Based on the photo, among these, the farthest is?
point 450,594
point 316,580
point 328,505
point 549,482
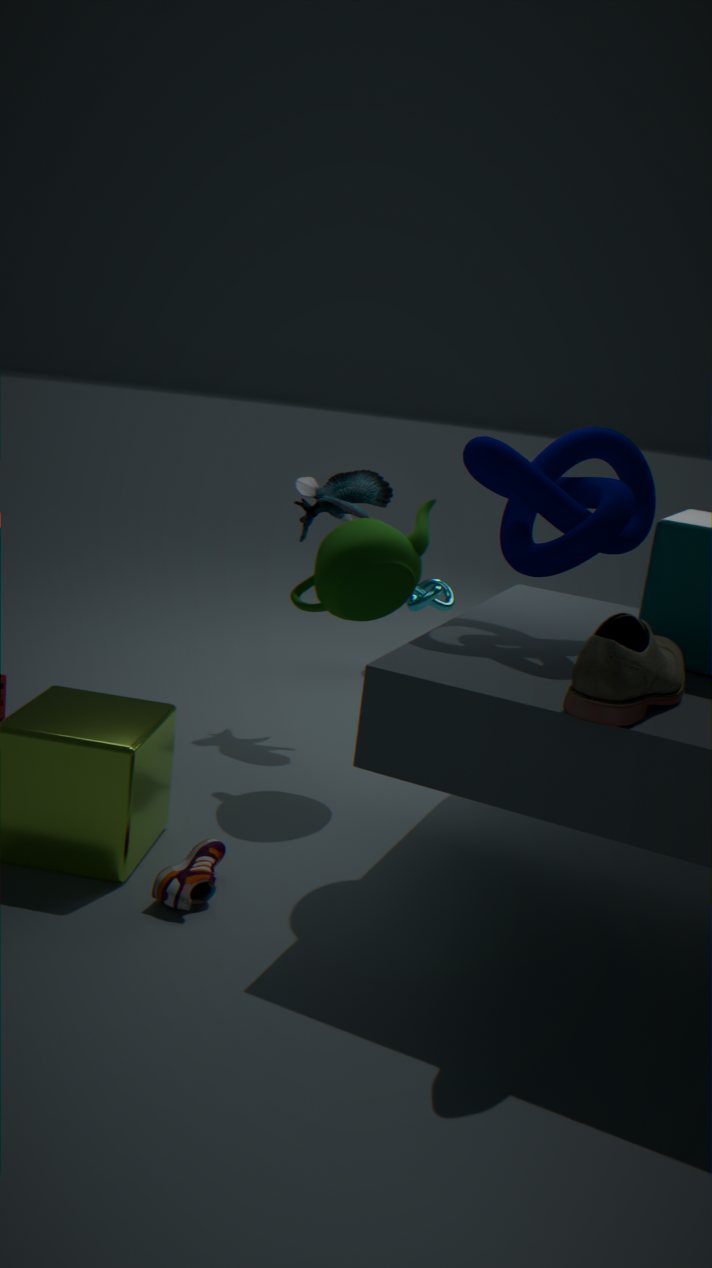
point 450,594
